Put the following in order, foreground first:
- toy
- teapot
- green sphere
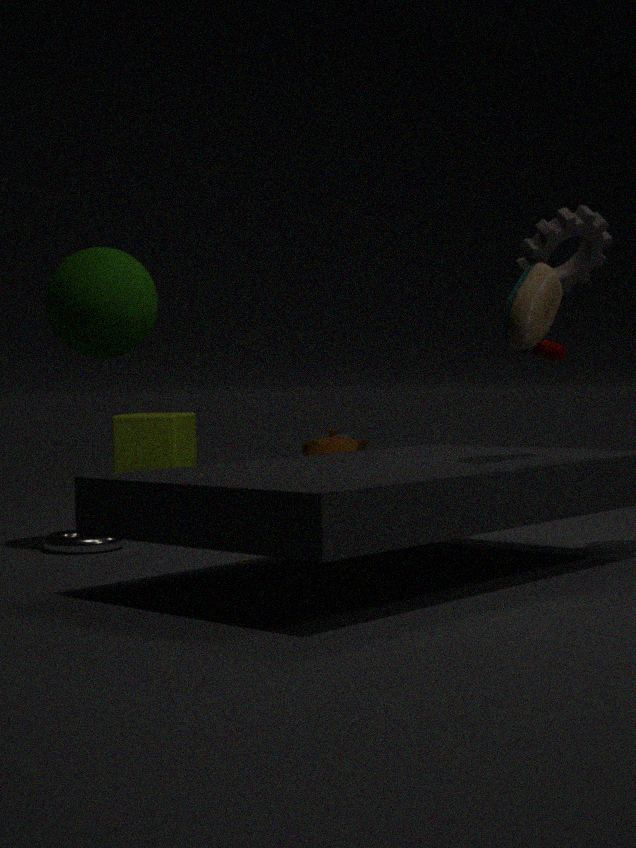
toy
green sphere
teapot
